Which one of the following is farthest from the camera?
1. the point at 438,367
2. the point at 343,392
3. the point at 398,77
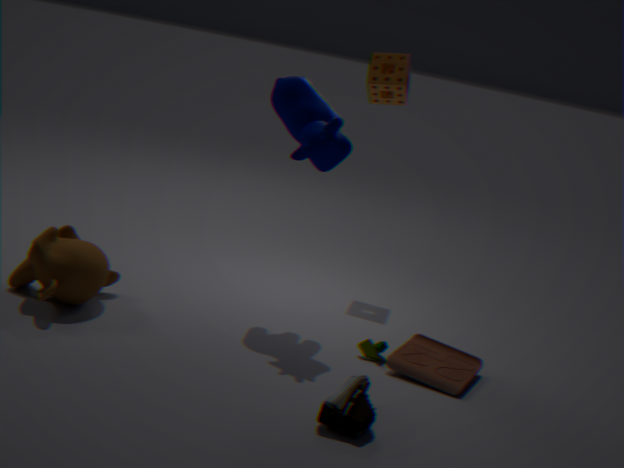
the point at 398,77
